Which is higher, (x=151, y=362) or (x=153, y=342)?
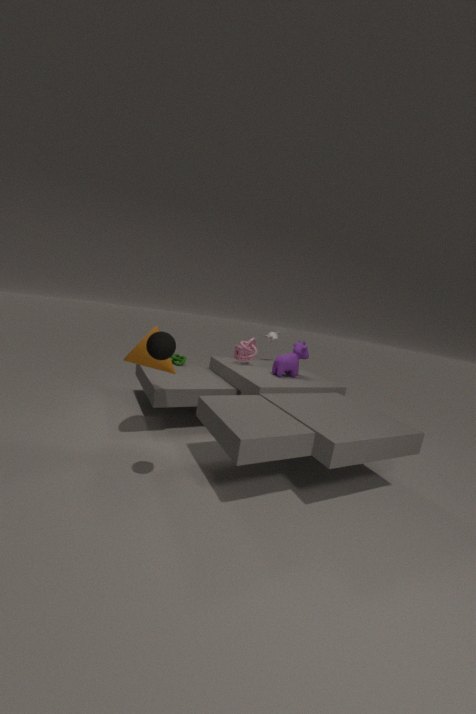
(x=153, y=342)
